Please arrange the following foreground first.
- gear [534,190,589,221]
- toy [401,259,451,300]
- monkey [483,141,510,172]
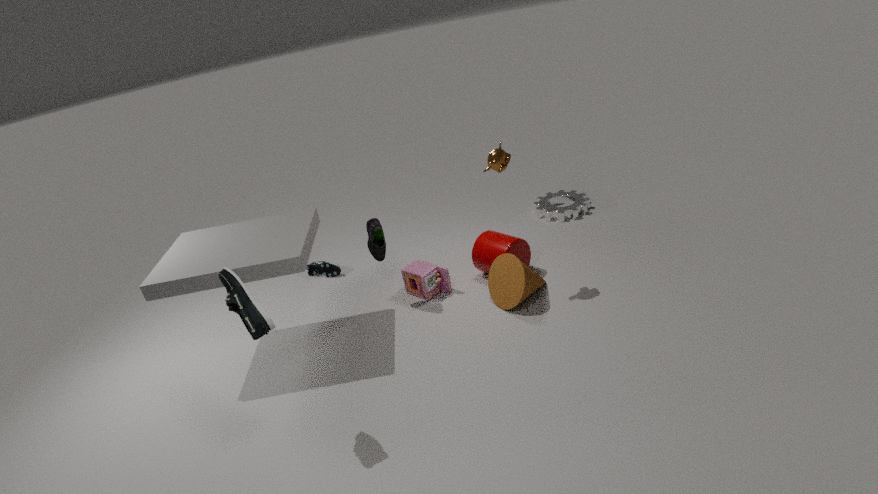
monkey [483,141,510,172]
toy [401,259,451,300]
gear [534,190,589,221]
